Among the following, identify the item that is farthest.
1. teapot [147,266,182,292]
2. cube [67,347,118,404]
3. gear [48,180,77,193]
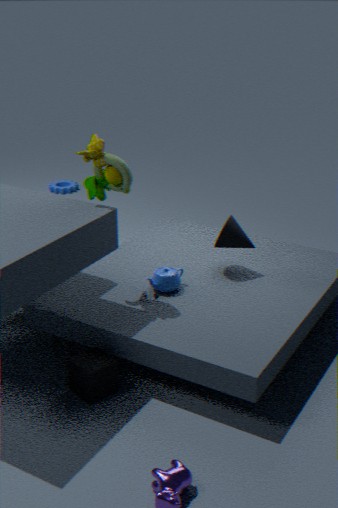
gear [48,180,77,193]
